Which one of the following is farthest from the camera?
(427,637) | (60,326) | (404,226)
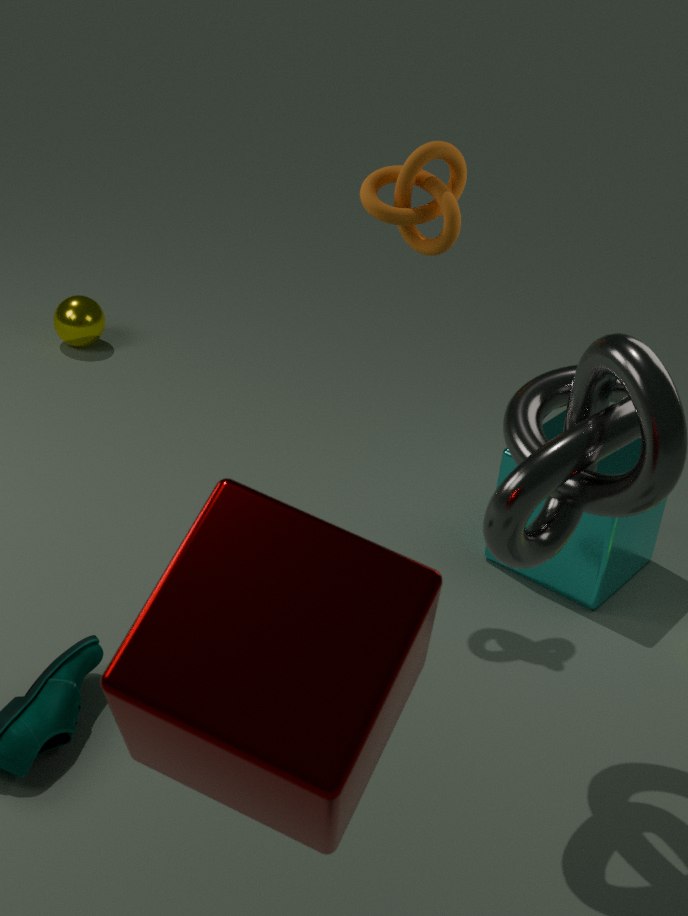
(60,326)
